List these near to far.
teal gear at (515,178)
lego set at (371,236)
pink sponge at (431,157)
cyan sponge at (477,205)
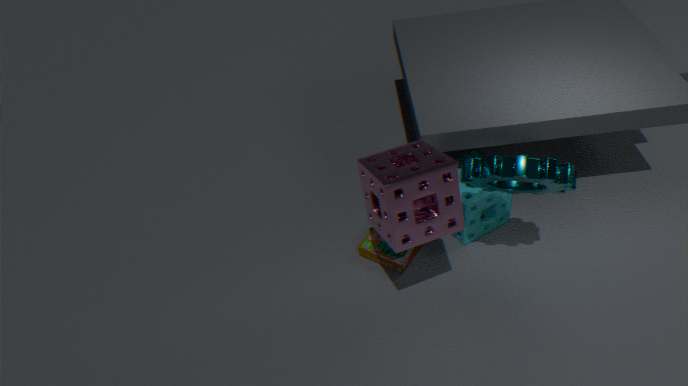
pink sponge at (431,157) < teal gear at (515,178) < cyan sponge at (477,205) < lego set at (371,236)
